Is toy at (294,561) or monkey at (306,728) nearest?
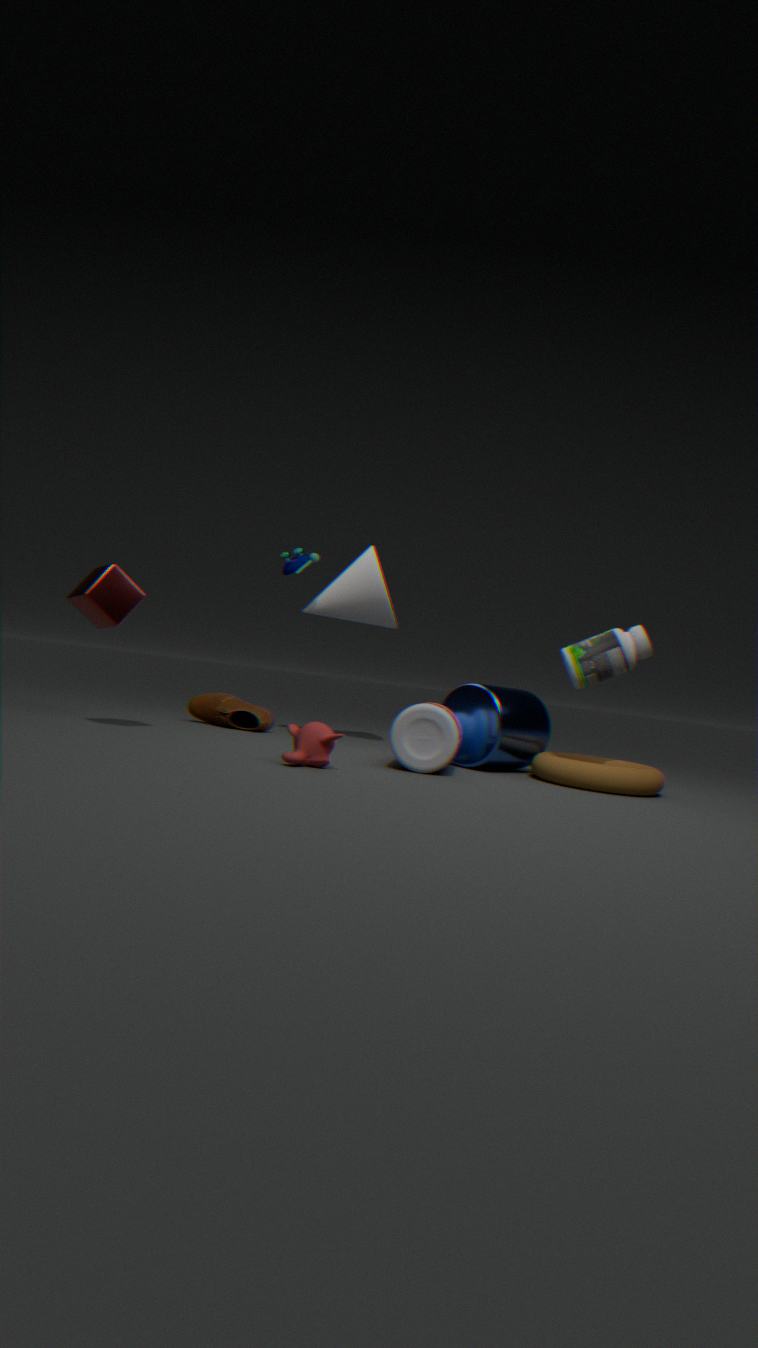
monkey at (306,728)
